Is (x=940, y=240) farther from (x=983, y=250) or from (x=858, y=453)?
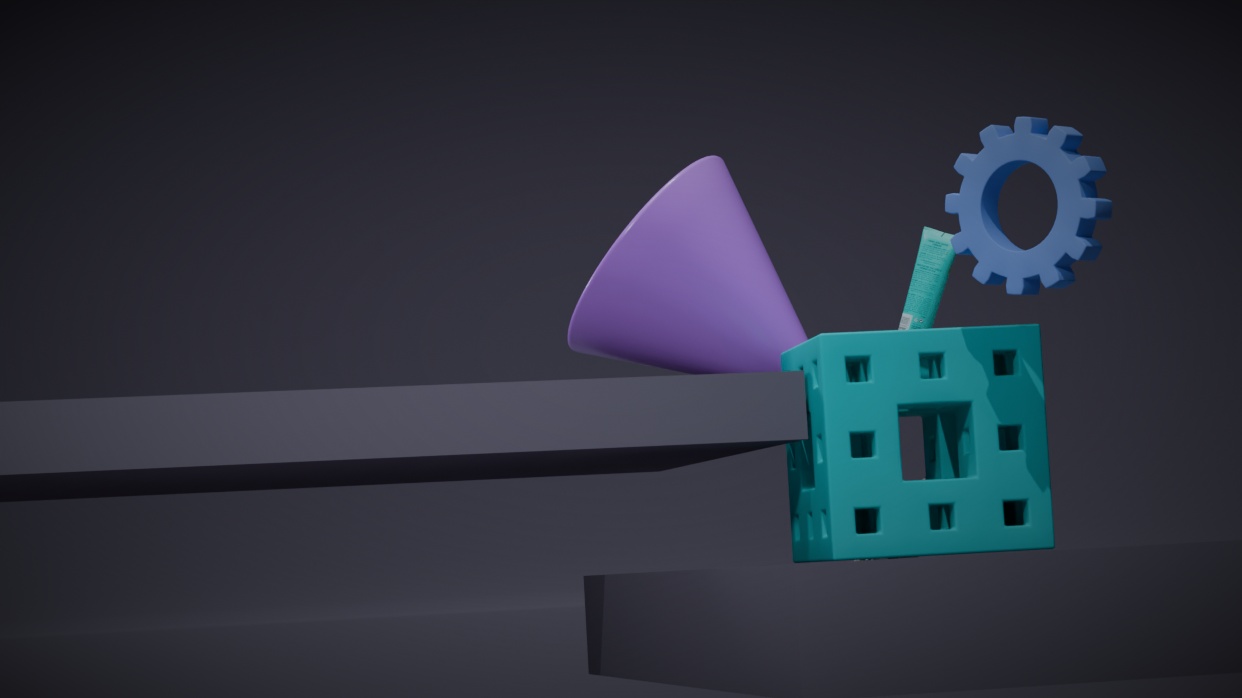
(x=983, y=250)
